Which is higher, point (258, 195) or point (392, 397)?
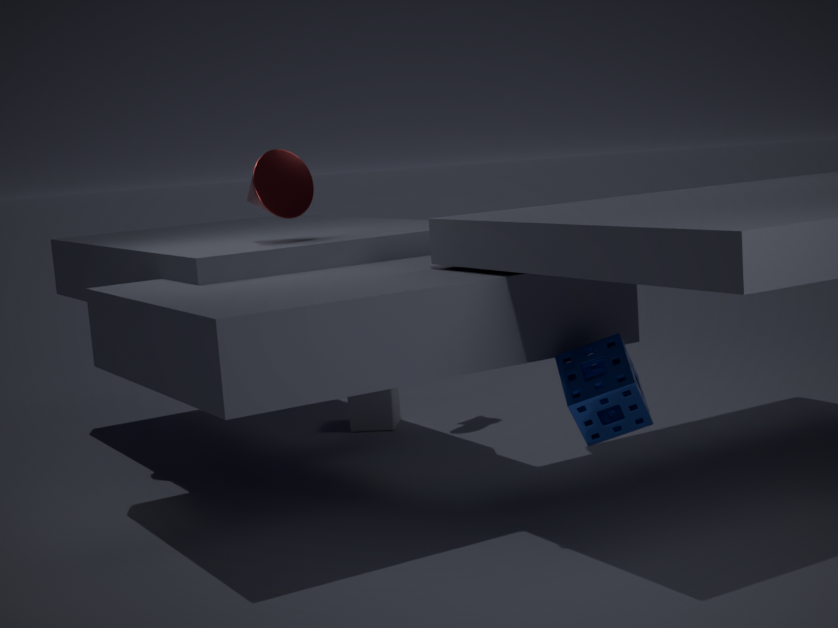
point (258, 195)
